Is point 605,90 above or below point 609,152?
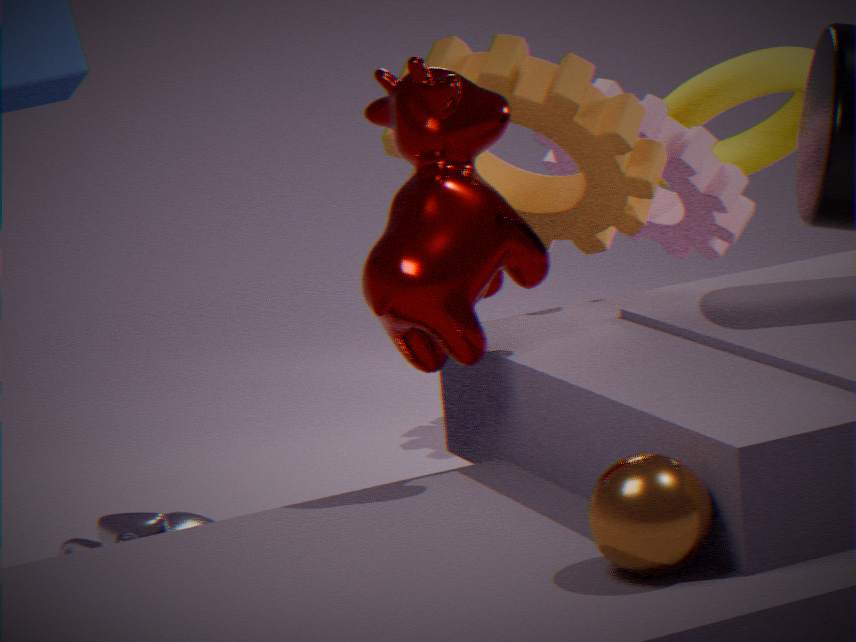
below
